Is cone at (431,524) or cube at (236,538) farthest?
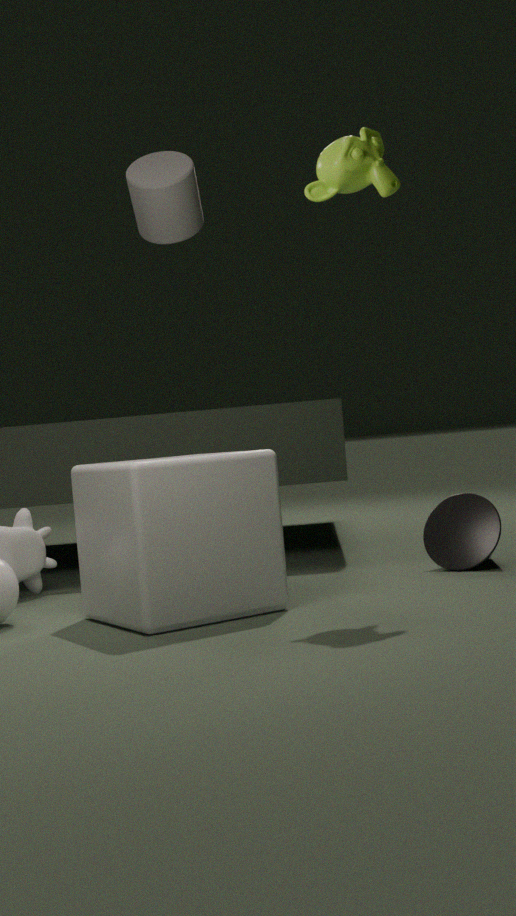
cone at (431,524)
